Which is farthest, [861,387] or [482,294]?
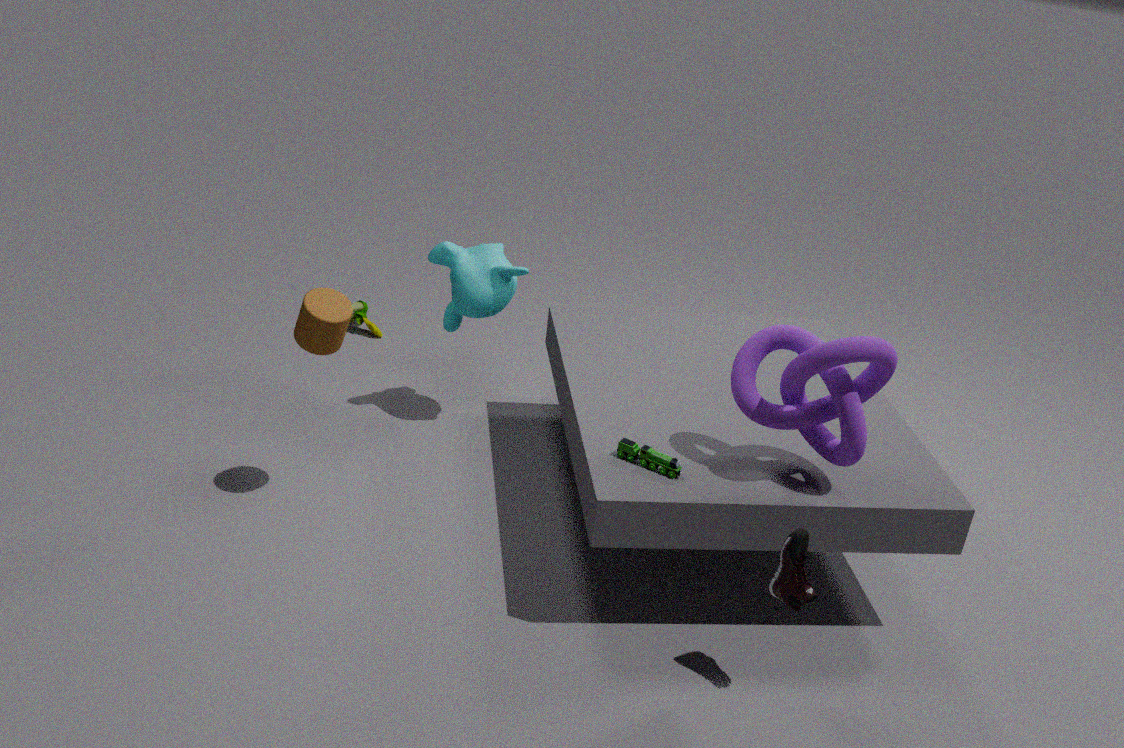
[482,294]
